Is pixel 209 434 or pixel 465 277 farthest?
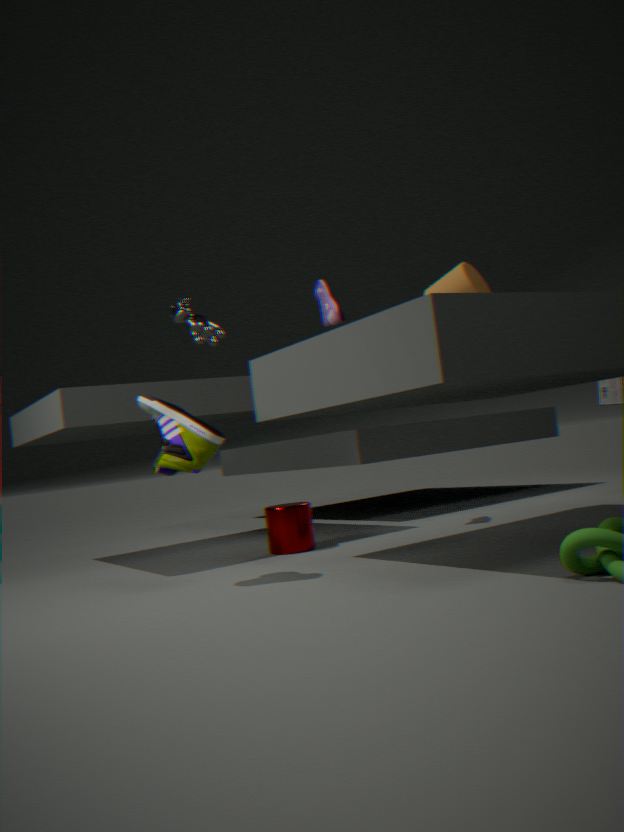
pixel 465 277
